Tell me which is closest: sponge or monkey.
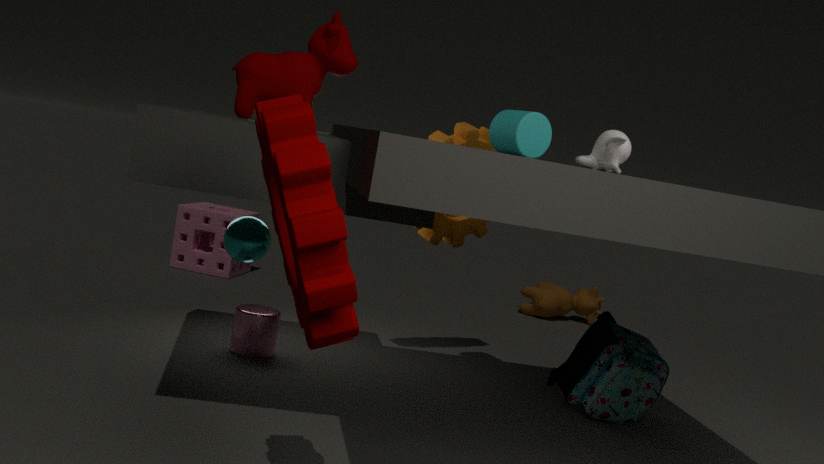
monkey
